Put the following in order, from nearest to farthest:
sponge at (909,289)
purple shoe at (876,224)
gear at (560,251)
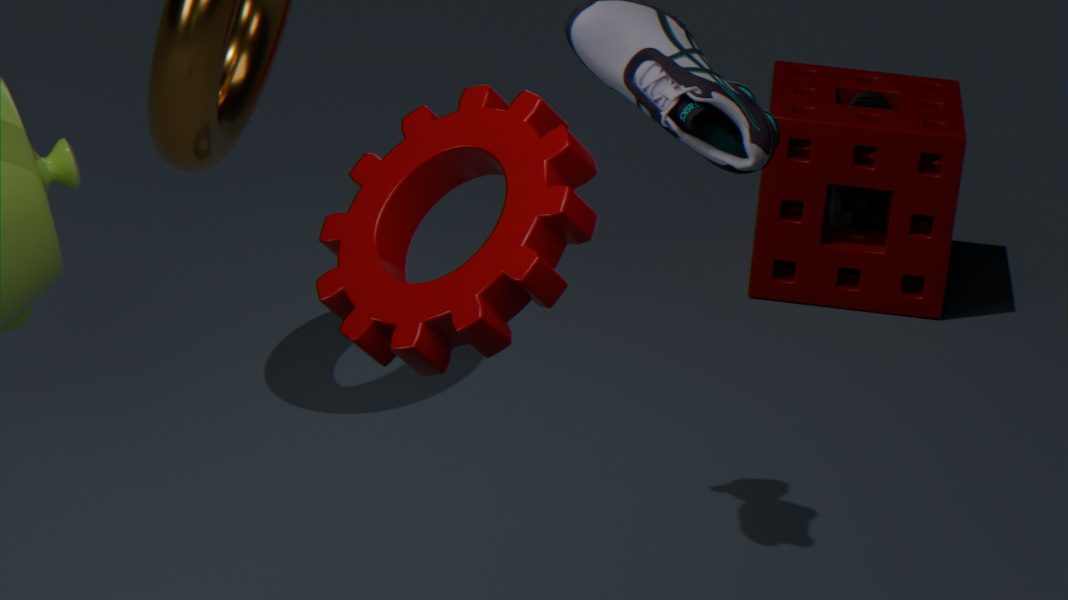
gear at (560,251)
sponge at (909,289)
purple shoe at (876,224)
